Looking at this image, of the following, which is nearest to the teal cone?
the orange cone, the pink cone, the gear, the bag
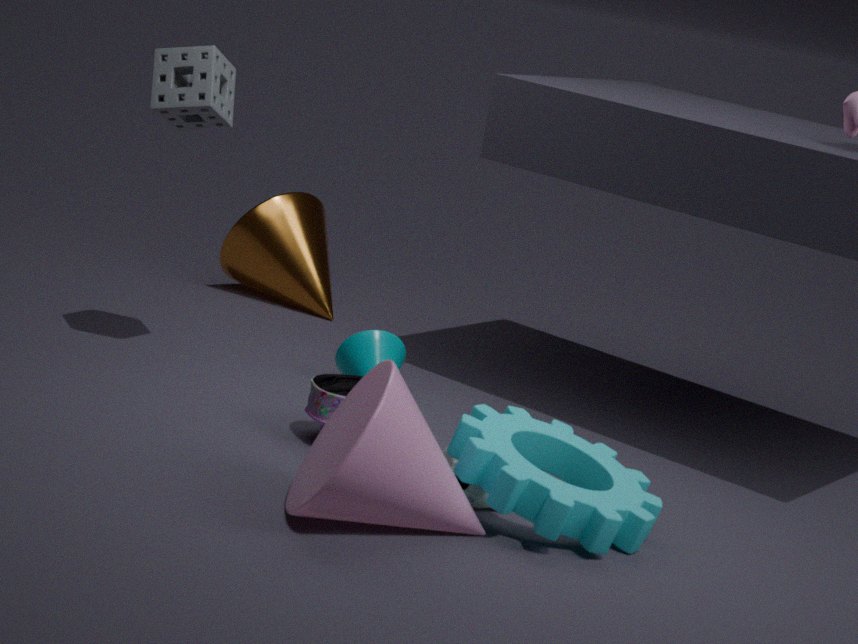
the bag
